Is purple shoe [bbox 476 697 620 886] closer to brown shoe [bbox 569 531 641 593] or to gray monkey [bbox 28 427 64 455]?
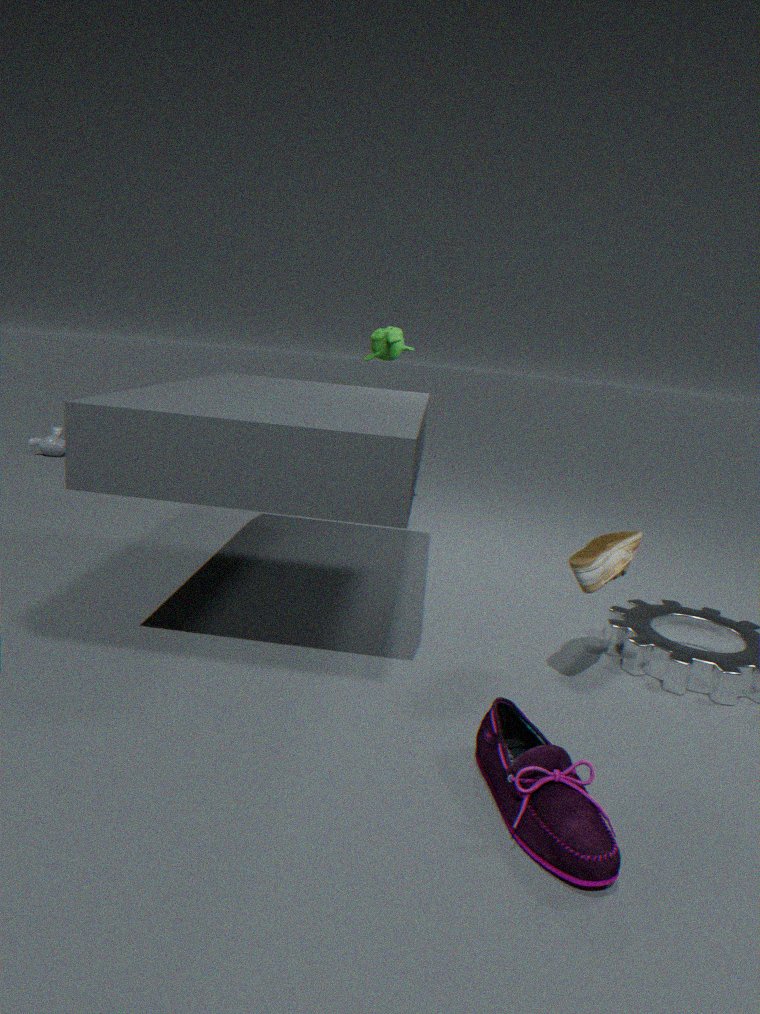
brown shoe [bbox 569 531 641 593]
